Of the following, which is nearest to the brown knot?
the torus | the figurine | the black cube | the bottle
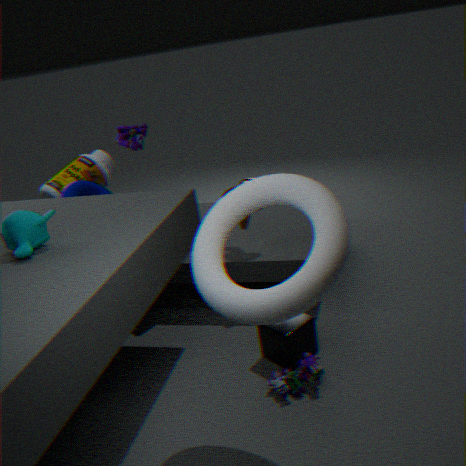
the black cube
